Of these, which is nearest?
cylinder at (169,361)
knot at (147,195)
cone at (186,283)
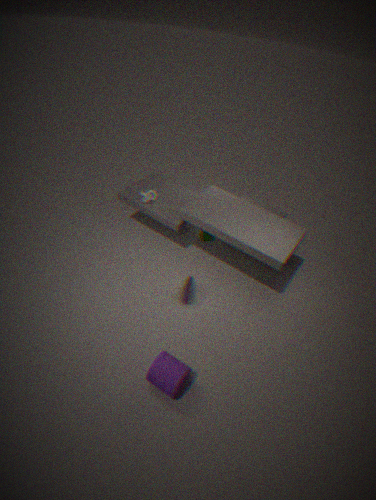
cylinder at (169,361)
